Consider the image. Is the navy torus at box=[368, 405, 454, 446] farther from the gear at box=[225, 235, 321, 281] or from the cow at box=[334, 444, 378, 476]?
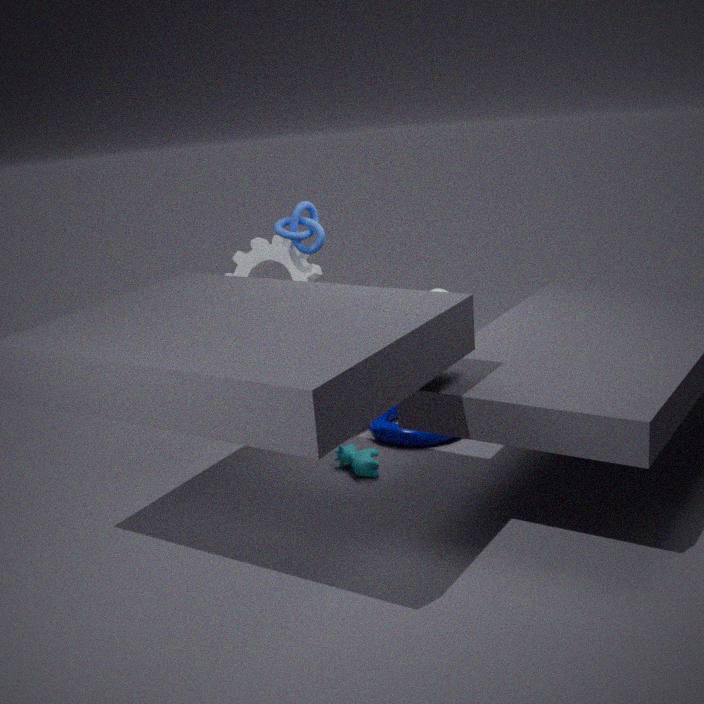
the gear at box=[225, 235, 321, 281]
